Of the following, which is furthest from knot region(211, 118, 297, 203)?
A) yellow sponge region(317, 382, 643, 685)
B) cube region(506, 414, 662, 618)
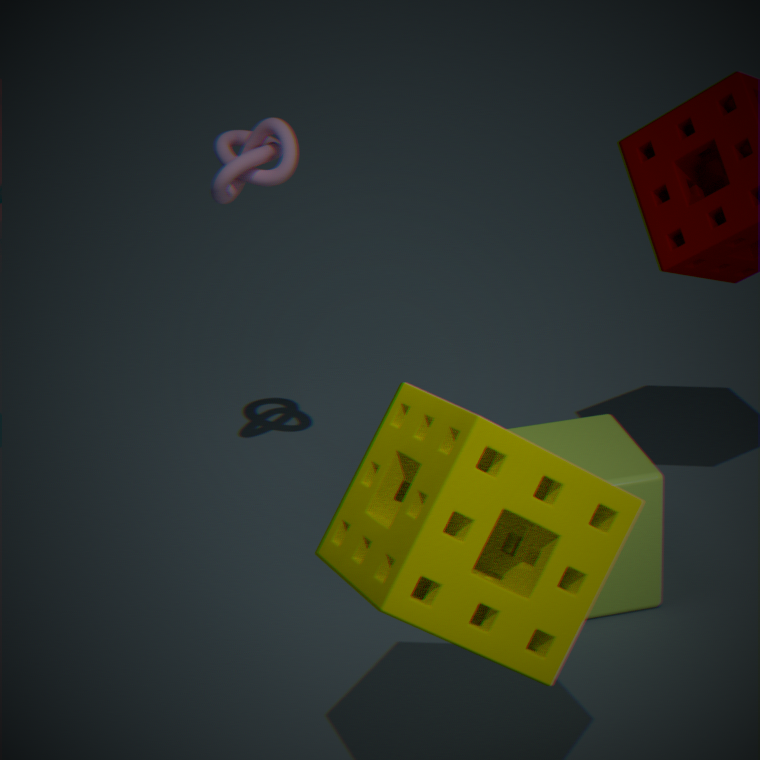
yellow sponge region(317, 382, 643, 685)
